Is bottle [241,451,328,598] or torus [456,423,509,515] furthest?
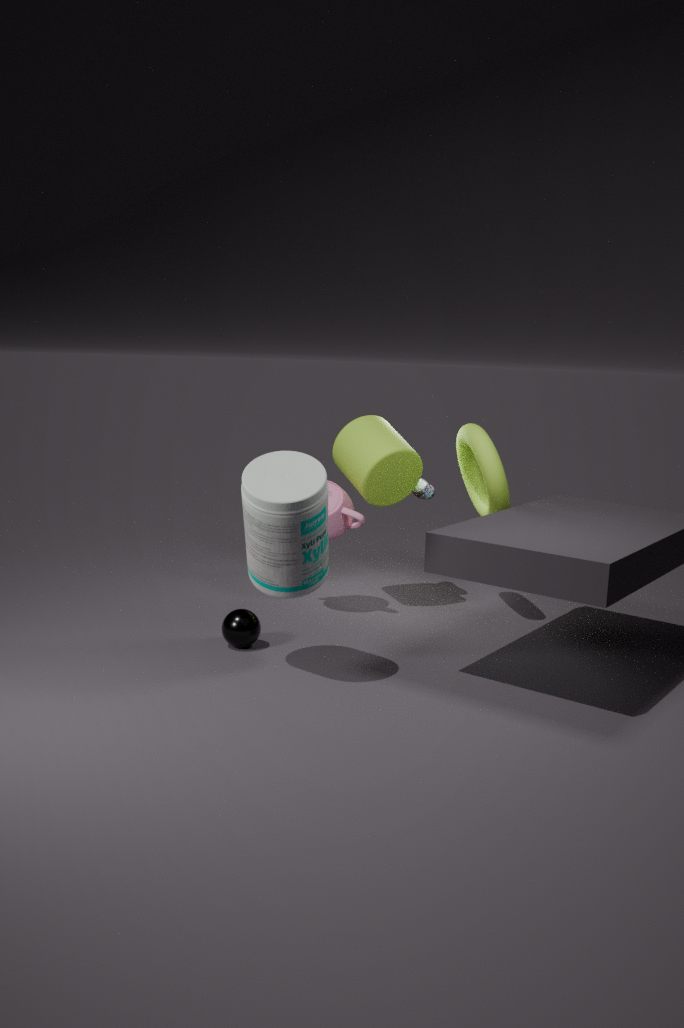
torus [456,423,509,515]
